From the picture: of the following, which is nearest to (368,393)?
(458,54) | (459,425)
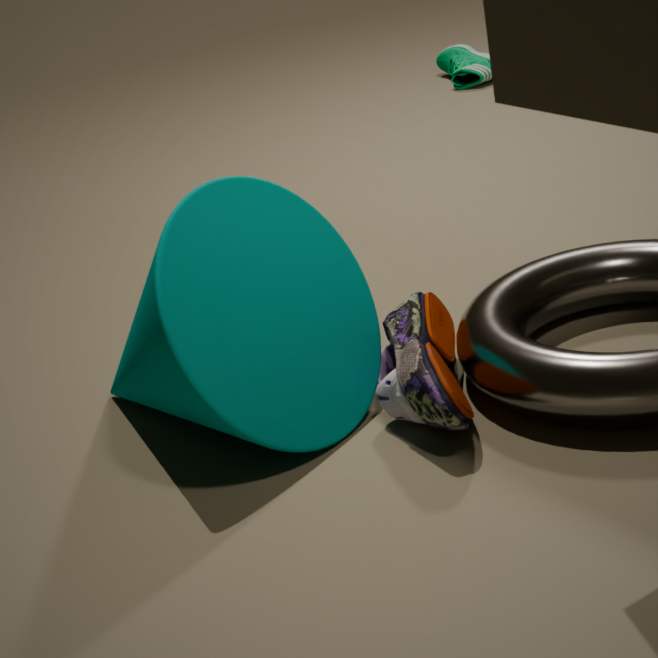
(459,425)
